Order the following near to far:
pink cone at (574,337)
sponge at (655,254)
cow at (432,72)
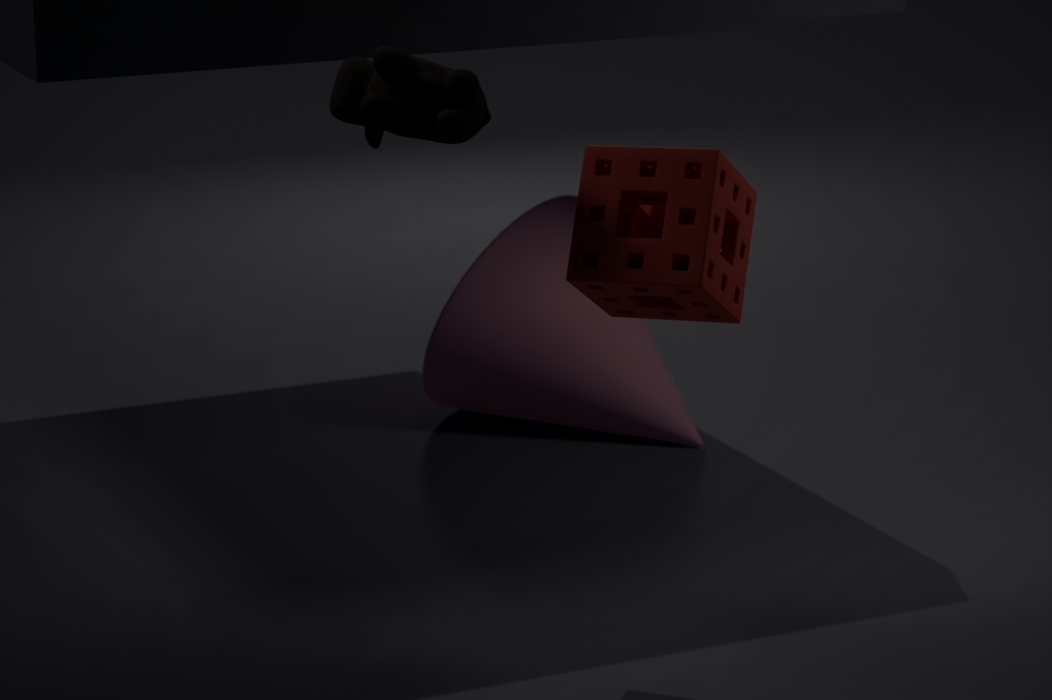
sponge at (655,254) < cow at (432,72) < pink cone at (574,337)
